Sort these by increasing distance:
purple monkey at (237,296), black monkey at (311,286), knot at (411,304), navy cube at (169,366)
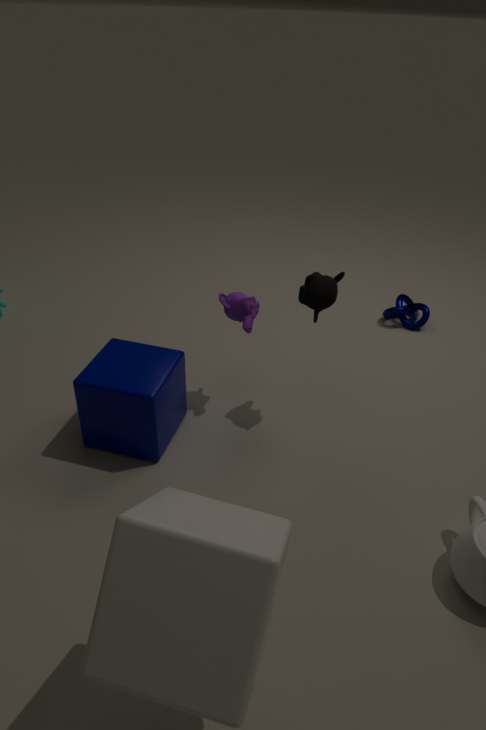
navy cube at (169,366) → black monkey at (311,286) → purple monkey at (237,296) → knot at (411,304)
